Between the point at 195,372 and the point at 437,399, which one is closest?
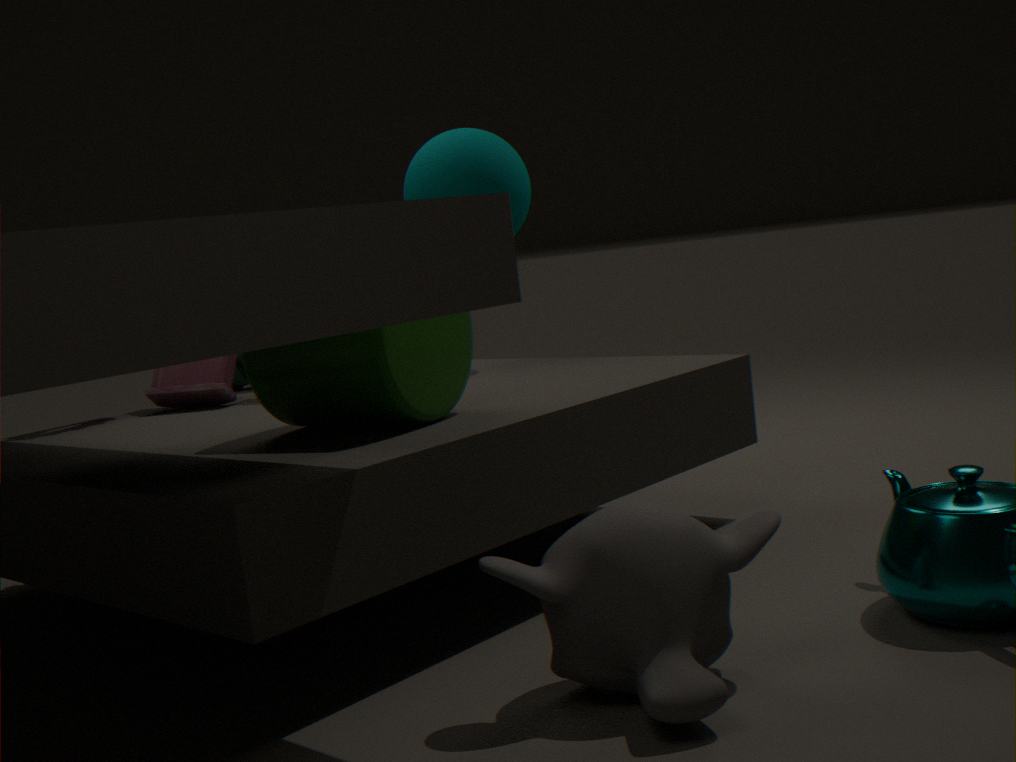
the point at 437,399
